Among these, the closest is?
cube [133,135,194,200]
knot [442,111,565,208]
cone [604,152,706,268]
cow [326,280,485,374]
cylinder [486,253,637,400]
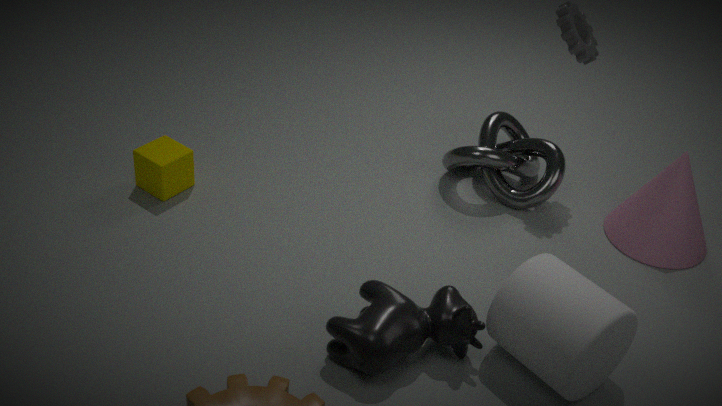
cylinder [486,253,637,400]
